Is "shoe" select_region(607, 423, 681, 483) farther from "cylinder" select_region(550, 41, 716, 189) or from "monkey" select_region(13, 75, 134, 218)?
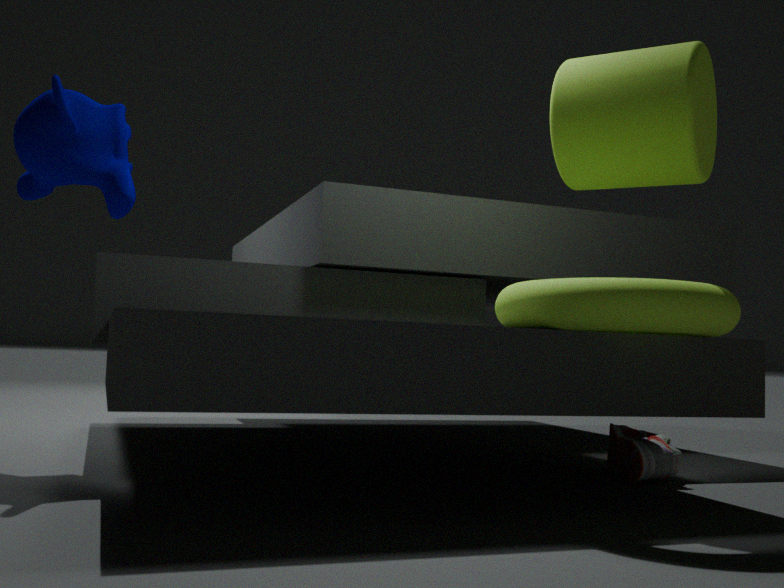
"monkey" select_region(13, 75, 134, 218)
